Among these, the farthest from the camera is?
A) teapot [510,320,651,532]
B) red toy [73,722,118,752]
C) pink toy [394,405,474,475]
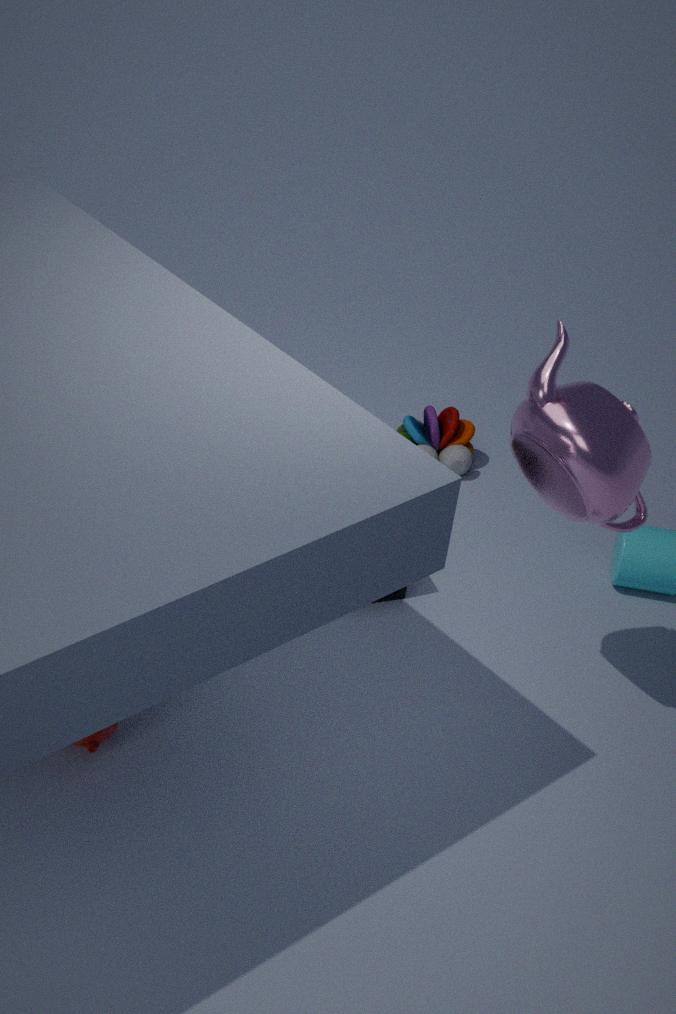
C. pink toy [394,405,474,475]
